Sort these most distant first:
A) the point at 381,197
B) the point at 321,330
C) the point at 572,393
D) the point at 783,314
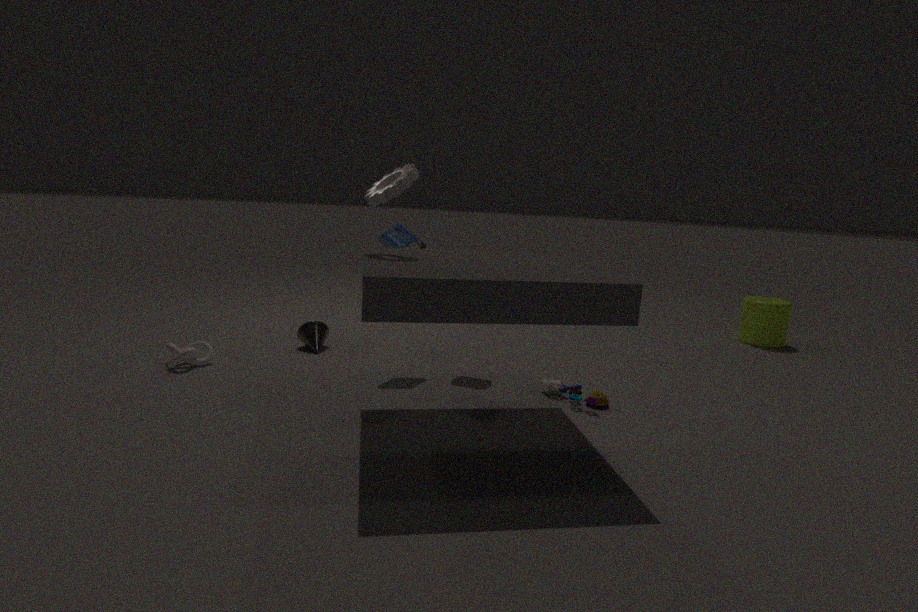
the point at 783,314 → the point at 321,330 → the point at 572,393 → the point at 381,197
